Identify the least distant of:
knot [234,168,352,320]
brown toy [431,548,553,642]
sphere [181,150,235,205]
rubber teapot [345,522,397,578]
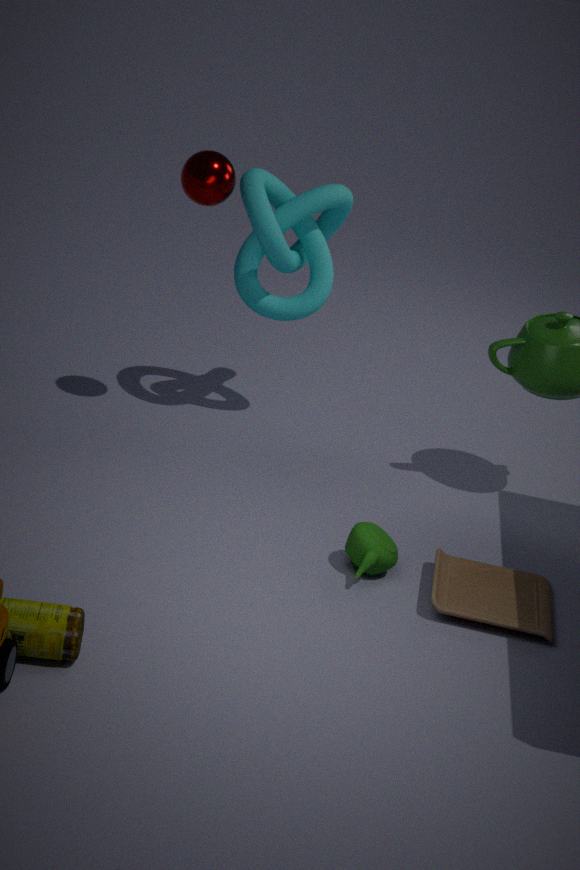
brown toy [431,548,553,642]
